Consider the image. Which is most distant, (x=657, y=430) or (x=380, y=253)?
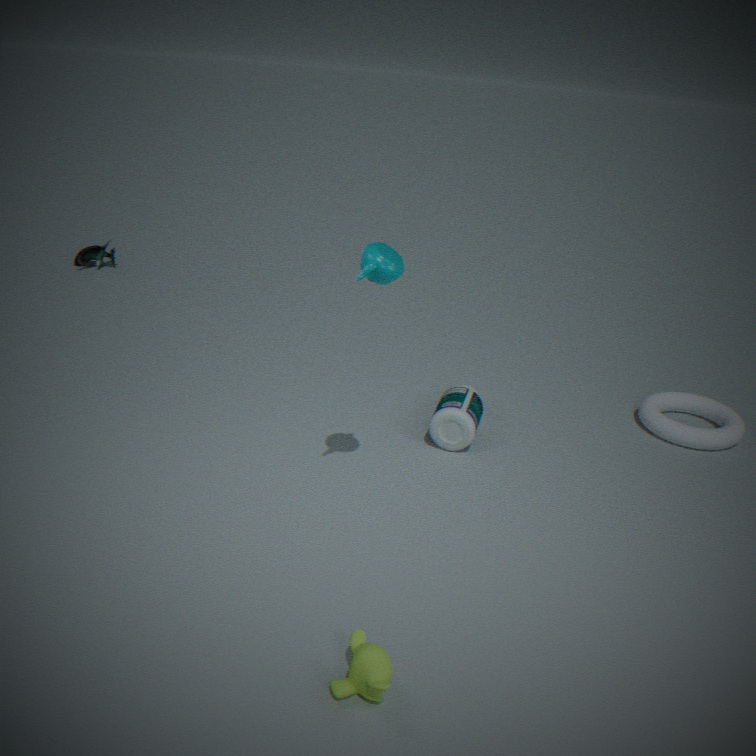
(x=657, y=430)
